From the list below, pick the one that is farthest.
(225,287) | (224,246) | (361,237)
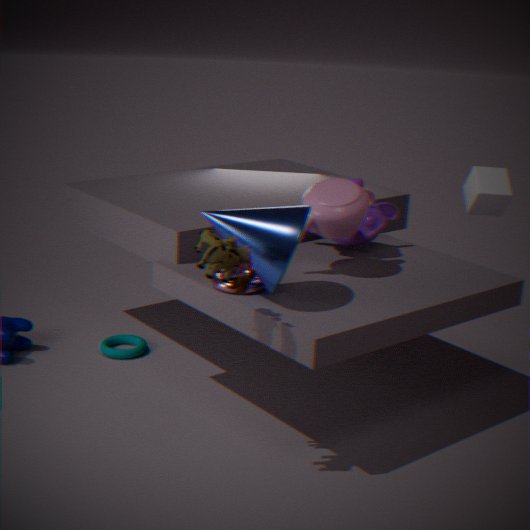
(361,237)
